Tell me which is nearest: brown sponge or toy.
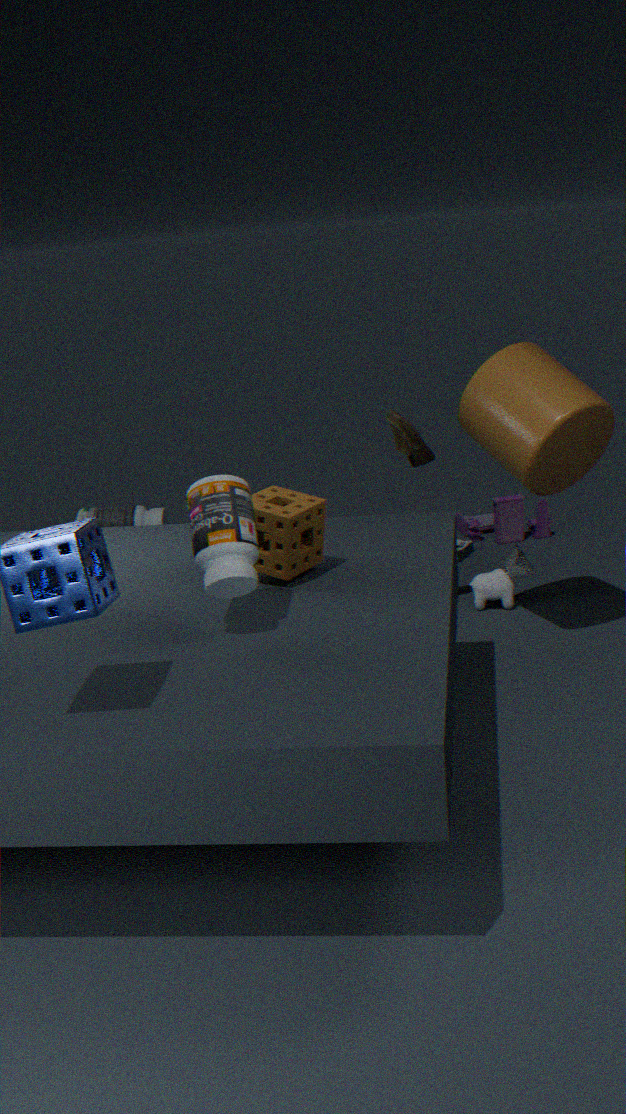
brown sponge
